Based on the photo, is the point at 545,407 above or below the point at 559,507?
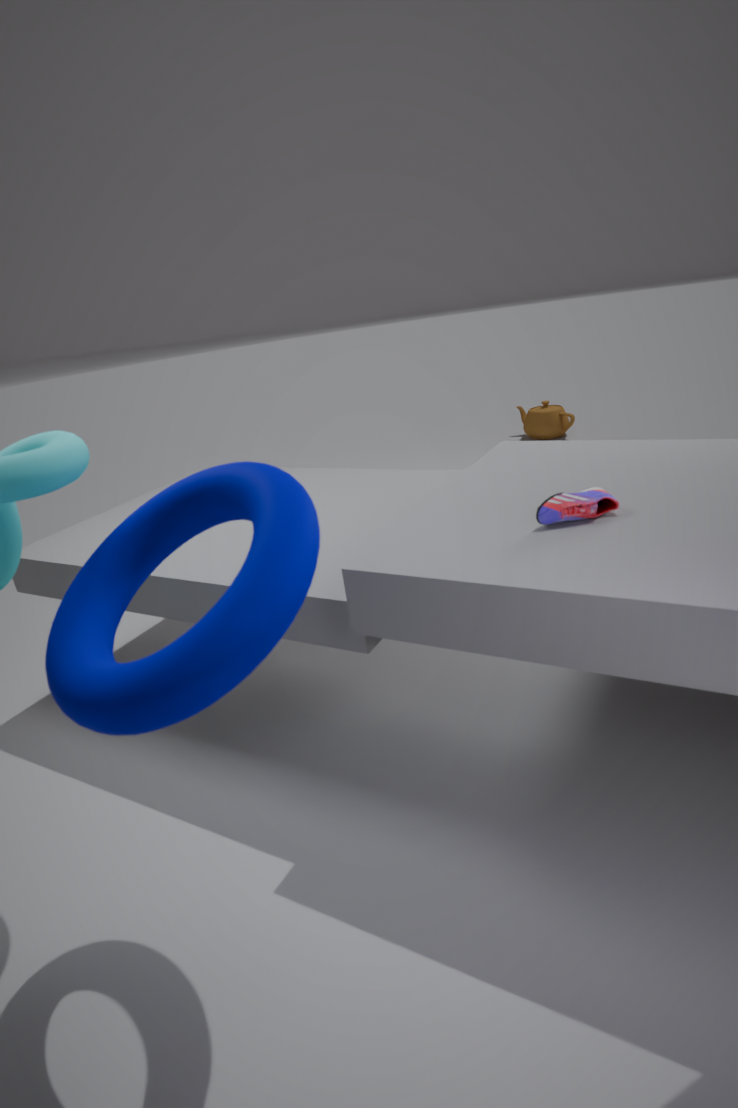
below
